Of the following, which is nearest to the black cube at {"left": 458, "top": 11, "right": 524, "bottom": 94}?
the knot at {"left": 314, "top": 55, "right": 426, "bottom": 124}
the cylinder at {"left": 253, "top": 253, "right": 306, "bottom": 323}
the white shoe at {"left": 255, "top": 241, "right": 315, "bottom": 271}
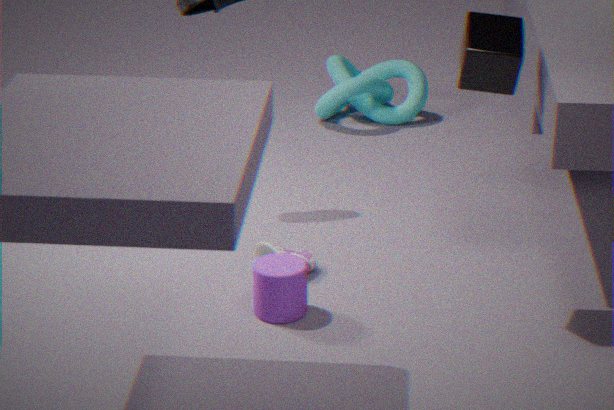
the cylinder at {"left": 253, "top": 253, "right": 306, "bottom": 323}
